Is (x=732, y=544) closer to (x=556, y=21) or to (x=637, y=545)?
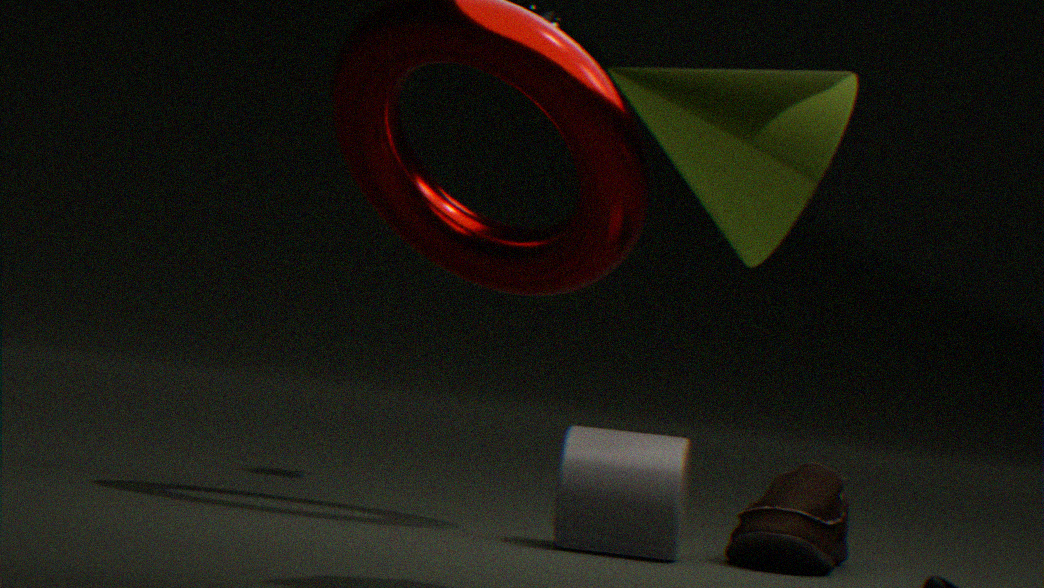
(x=637, y=545)
